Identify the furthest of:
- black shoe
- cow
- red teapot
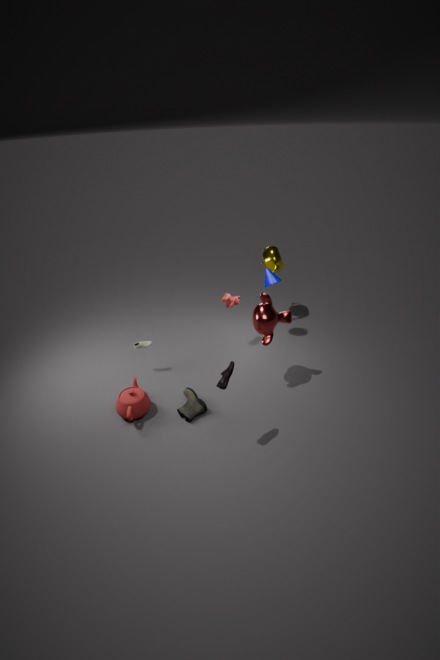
cow
